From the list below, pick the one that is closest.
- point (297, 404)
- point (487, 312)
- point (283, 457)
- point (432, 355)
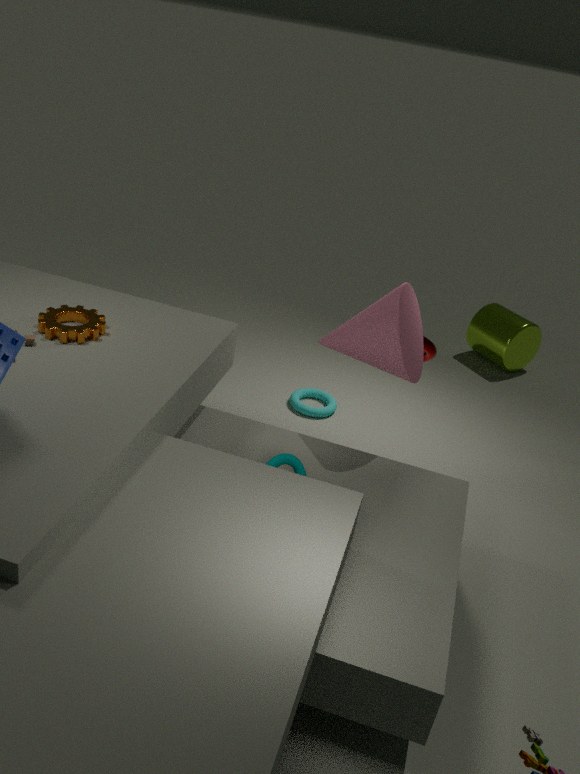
point (283, 457)
